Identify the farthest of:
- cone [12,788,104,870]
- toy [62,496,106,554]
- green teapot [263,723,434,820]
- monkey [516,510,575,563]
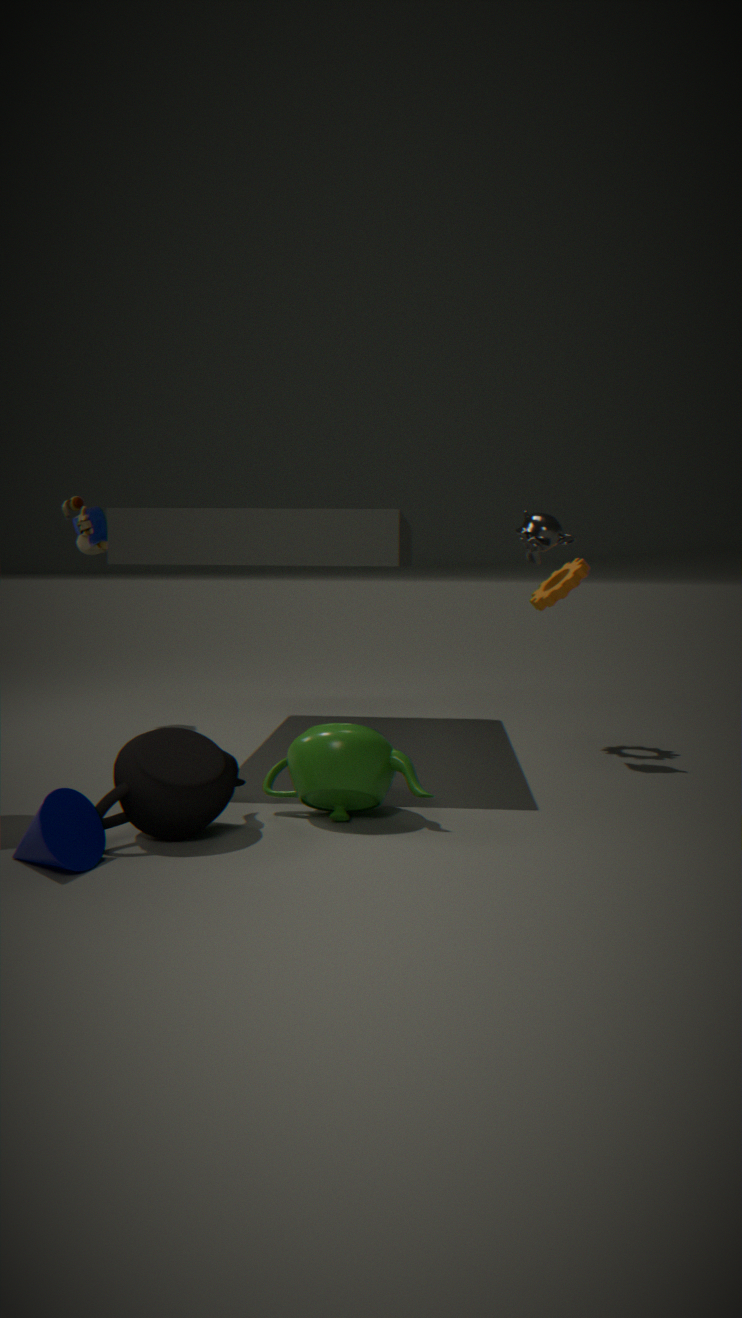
toy [62,496,106,554]
